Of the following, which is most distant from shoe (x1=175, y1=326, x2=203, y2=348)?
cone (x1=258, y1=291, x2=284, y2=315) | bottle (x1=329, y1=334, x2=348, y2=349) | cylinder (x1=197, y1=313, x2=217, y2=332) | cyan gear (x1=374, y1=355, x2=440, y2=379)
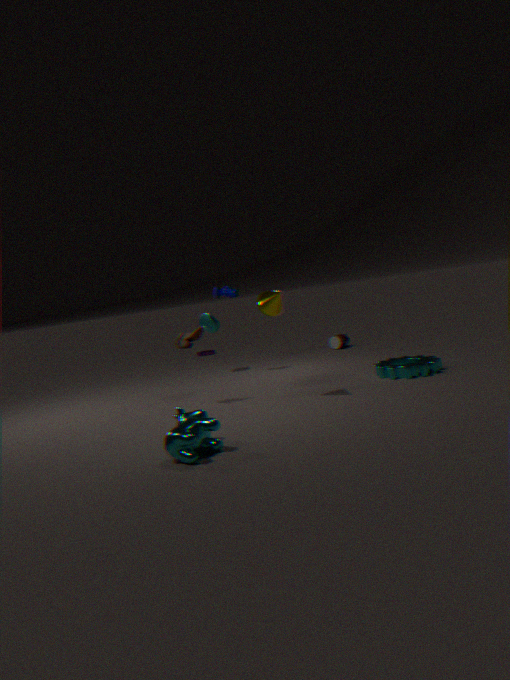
bottle (x1=329, y1=334, x2=348, y2=349)
